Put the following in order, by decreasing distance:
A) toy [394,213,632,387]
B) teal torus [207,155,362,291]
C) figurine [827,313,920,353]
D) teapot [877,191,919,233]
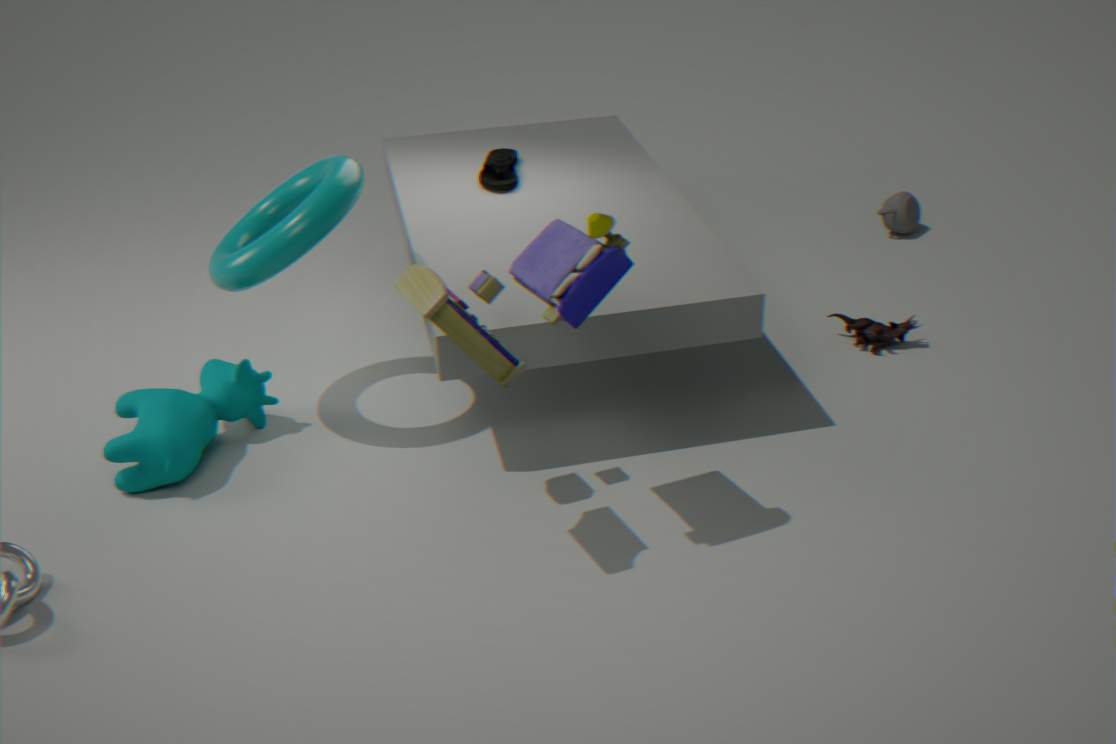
teapot [877,191,919,233], figurine [827,313,920,353], teal torus [207,155,362,291], toy [394,213,632,387]
